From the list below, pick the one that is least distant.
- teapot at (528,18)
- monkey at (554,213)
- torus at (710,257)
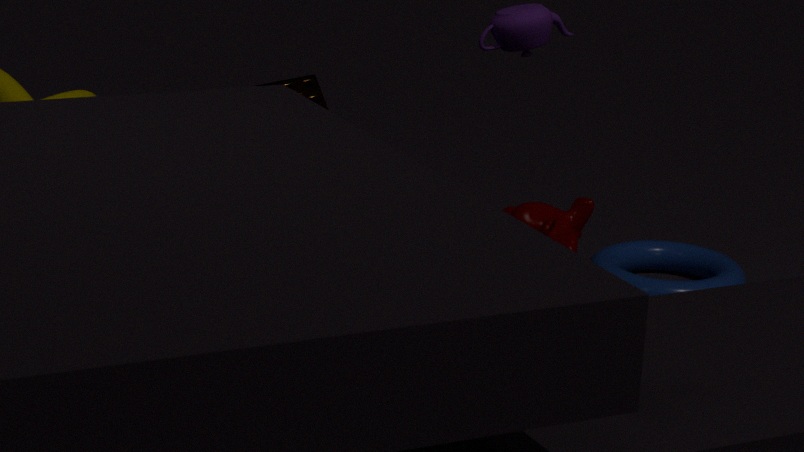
monkey at (554,213)
